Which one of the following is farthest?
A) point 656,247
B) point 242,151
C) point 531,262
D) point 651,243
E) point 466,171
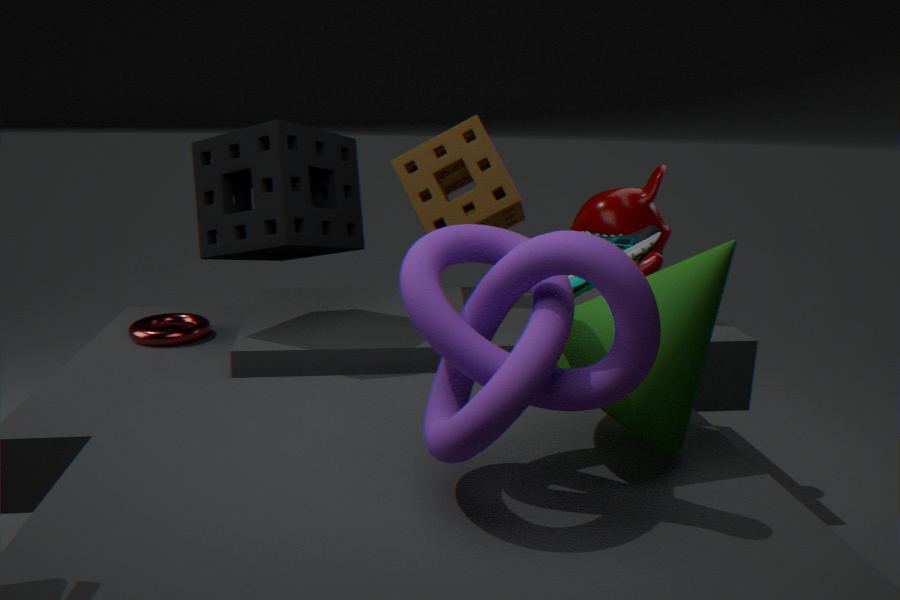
point 466,171
